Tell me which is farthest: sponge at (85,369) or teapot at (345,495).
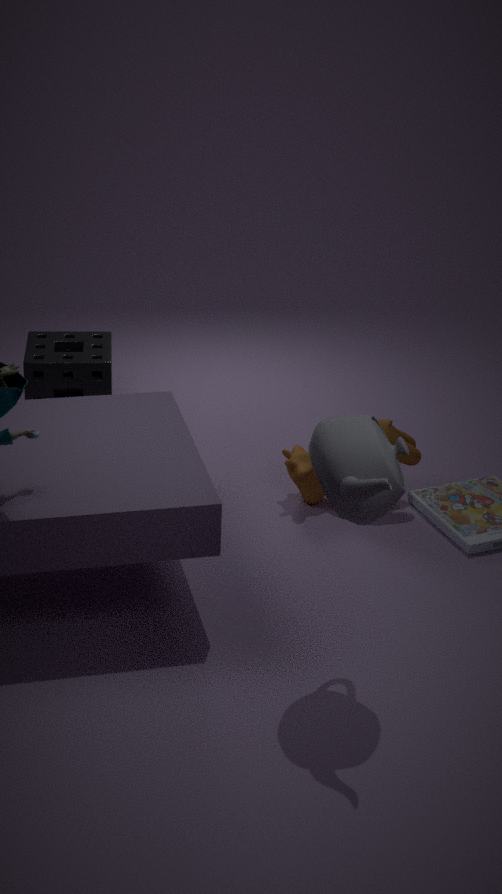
sponge at (85,369)
